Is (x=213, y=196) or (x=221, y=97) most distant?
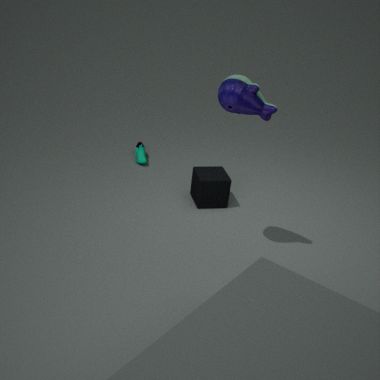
(x=213, y=196)
